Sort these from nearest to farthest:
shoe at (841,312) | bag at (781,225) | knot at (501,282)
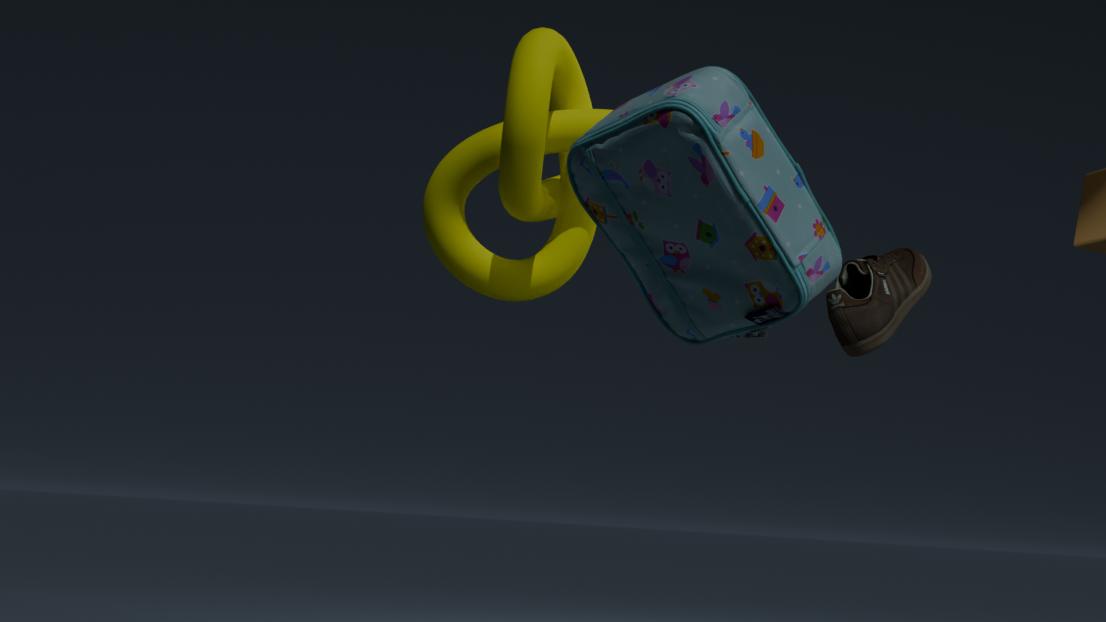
bag at (781,225) < shoe at (841,312) < knot at (501,282)
